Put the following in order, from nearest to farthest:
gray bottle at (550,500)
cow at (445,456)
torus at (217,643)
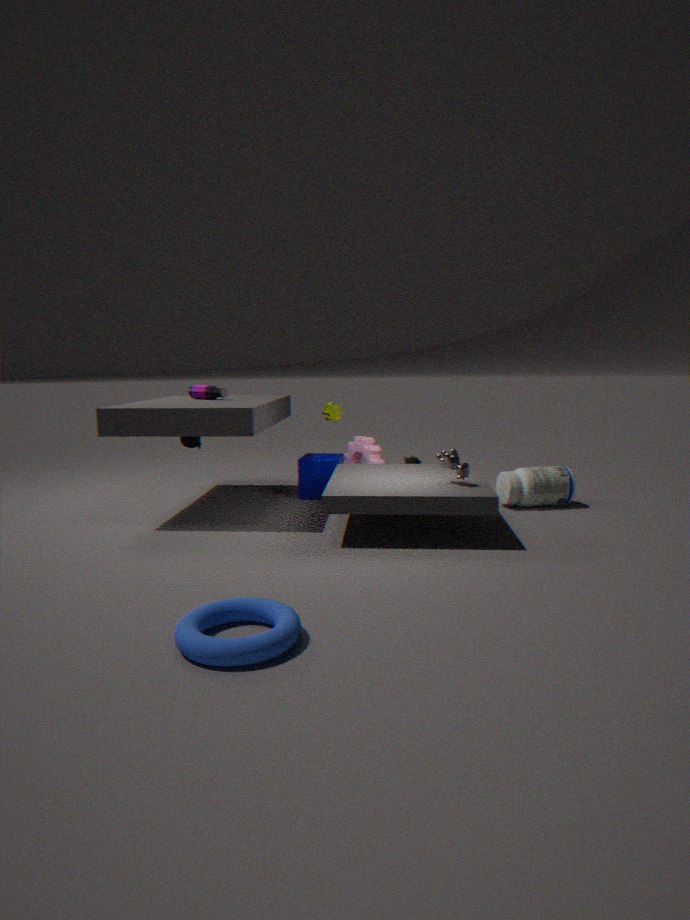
torus at (217,643), cow at (445,456), gray bottle at (550,500)
